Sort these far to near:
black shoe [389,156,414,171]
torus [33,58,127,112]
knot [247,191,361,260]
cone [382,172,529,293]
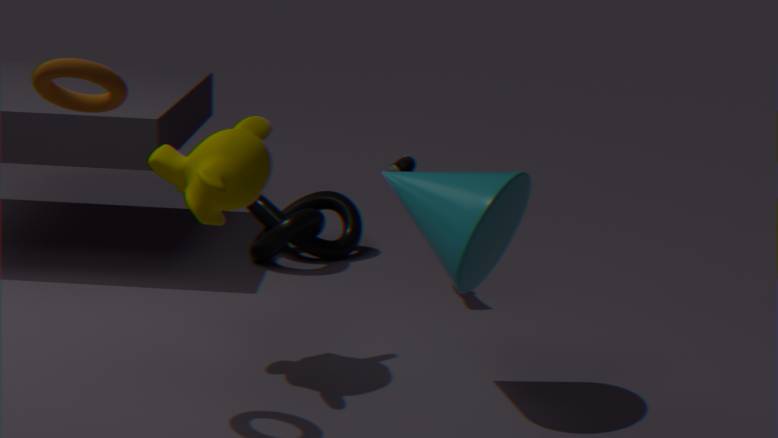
knot [247,191,361,260], black shoe [389,156,414,171], cone [382,172,529,293], torus [33,58,127,112]
